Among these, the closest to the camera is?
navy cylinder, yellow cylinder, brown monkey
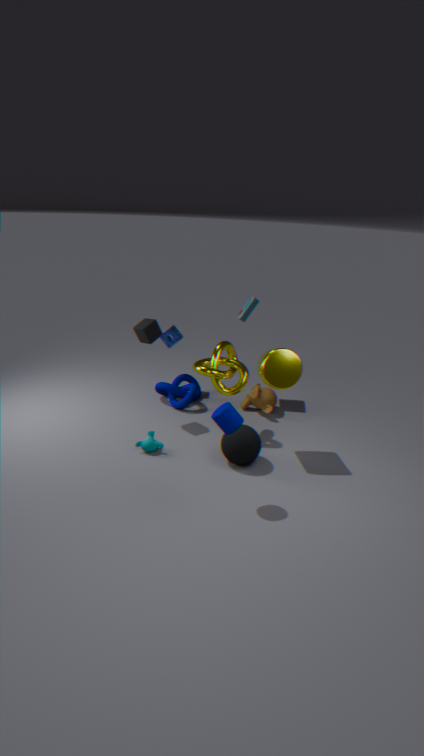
navy cylinder
